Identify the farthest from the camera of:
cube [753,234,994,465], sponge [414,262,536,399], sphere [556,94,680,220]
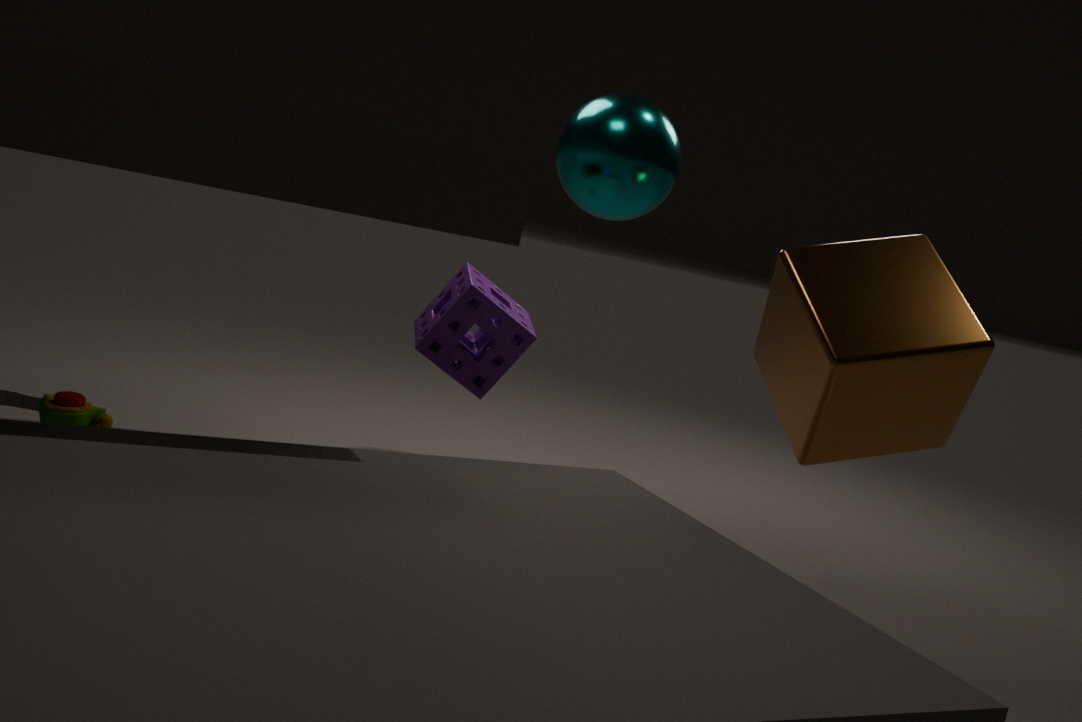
sphere [556,94,680,220]
